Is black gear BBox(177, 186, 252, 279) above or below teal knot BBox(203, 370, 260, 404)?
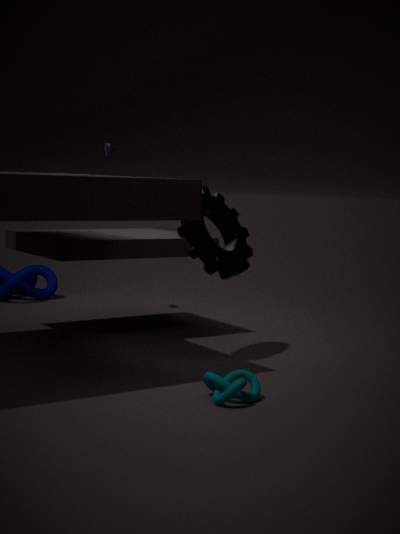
above
